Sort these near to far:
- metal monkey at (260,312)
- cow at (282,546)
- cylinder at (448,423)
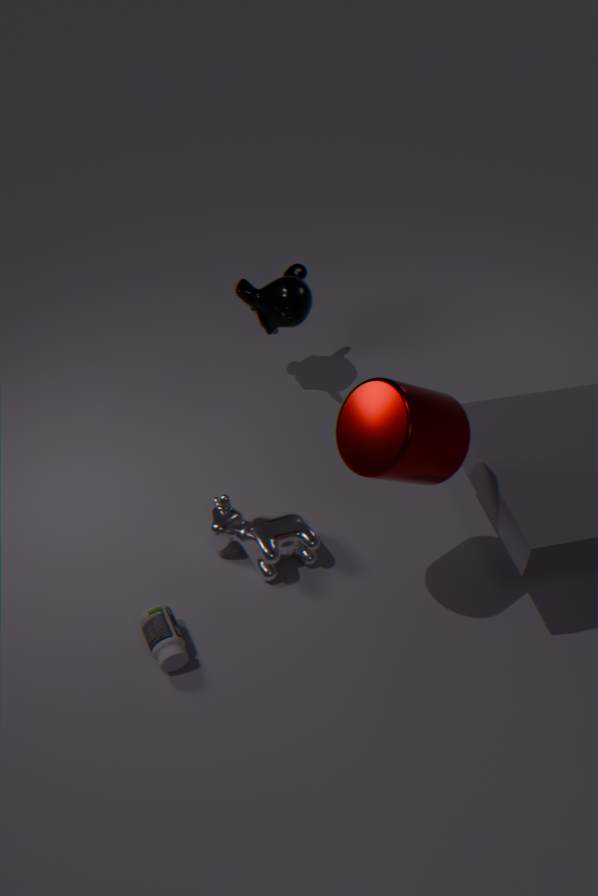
cylinder at (448,423) → cow at (282,546) → metal monkey at (260,312)
